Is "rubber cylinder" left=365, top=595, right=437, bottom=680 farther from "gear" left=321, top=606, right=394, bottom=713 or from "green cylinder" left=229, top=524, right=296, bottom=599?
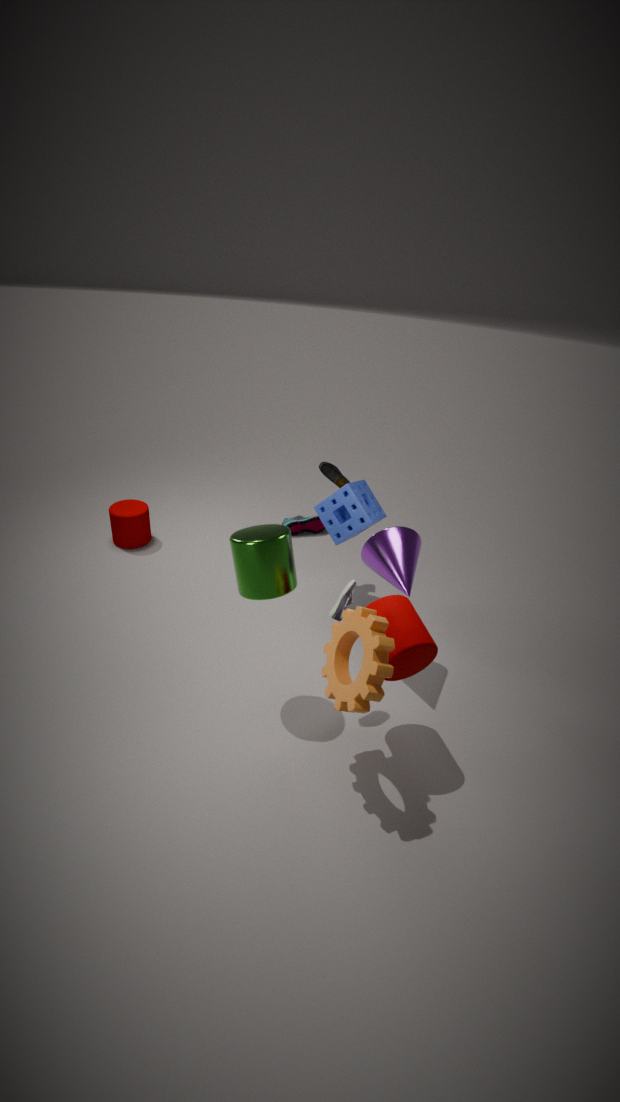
"green cylinder" left=229, top=524, right=296, bottom=599
